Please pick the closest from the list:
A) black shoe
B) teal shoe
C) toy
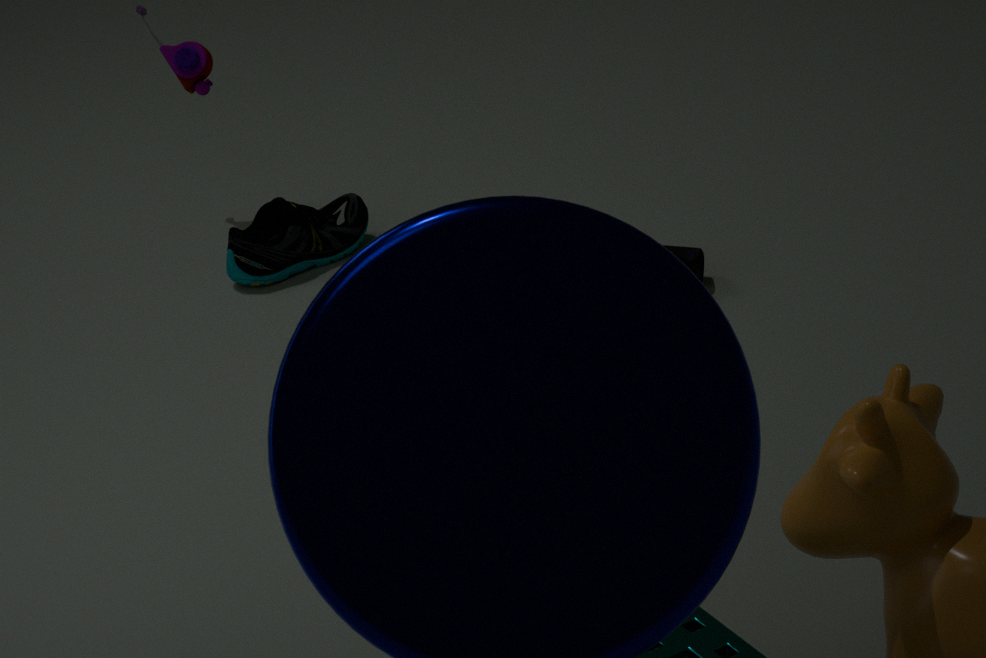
black shoe
